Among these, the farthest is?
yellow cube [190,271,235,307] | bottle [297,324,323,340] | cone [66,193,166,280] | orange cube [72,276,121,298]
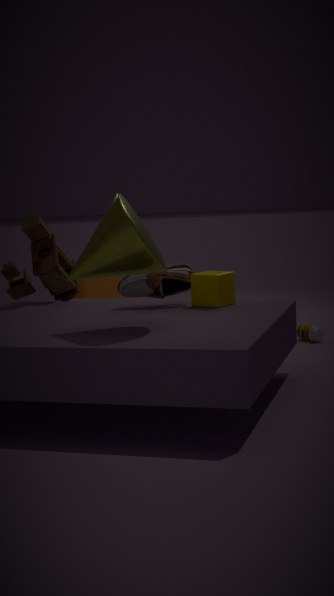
orange cube [72,276,121,298]
